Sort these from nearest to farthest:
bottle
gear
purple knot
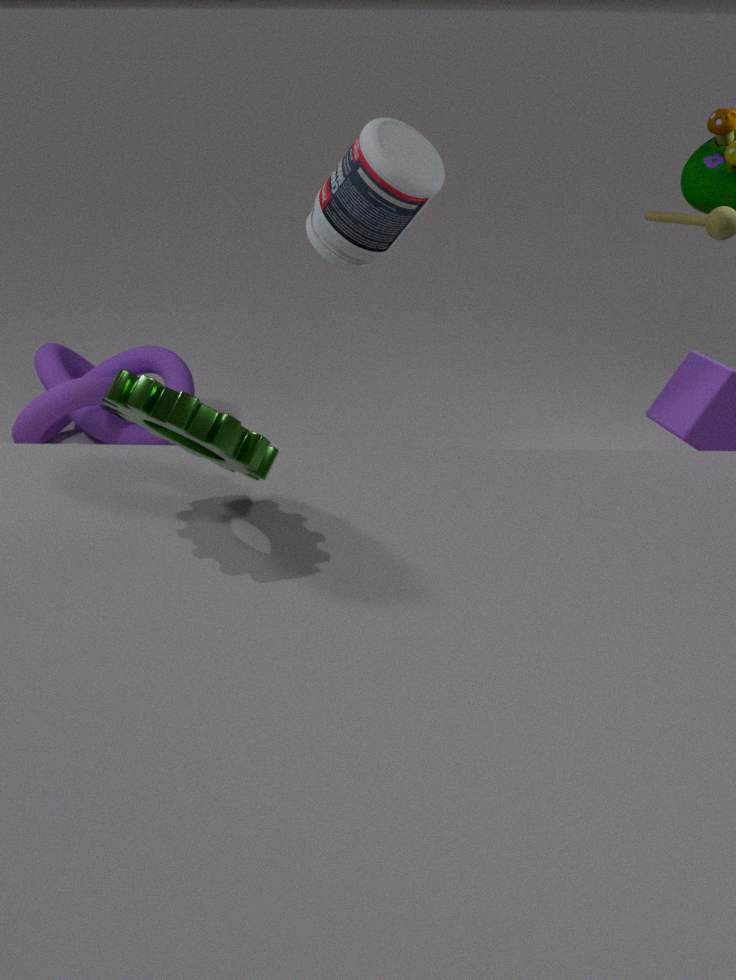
gear < bottle < purple knot
